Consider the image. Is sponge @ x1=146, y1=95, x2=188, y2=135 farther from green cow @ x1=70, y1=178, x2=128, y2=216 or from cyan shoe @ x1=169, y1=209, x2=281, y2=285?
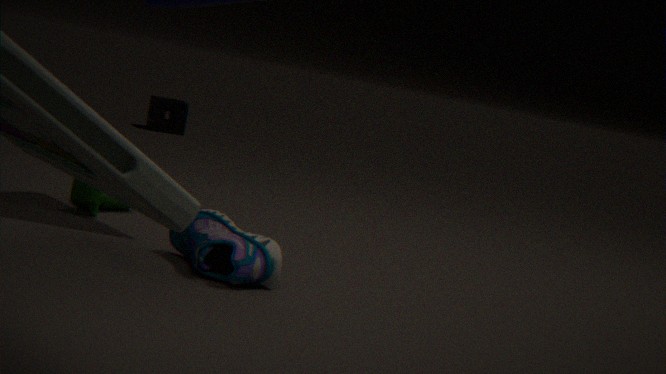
cyan shoe @ x1=169, y1=209, x2=281, y2=285
